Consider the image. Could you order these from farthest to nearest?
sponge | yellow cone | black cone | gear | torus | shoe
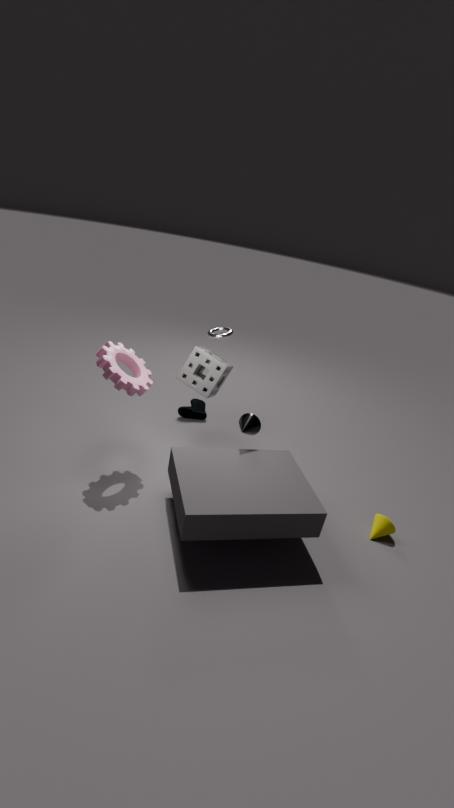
shoe
torus
sponge
black cone
yellow cone
gear
